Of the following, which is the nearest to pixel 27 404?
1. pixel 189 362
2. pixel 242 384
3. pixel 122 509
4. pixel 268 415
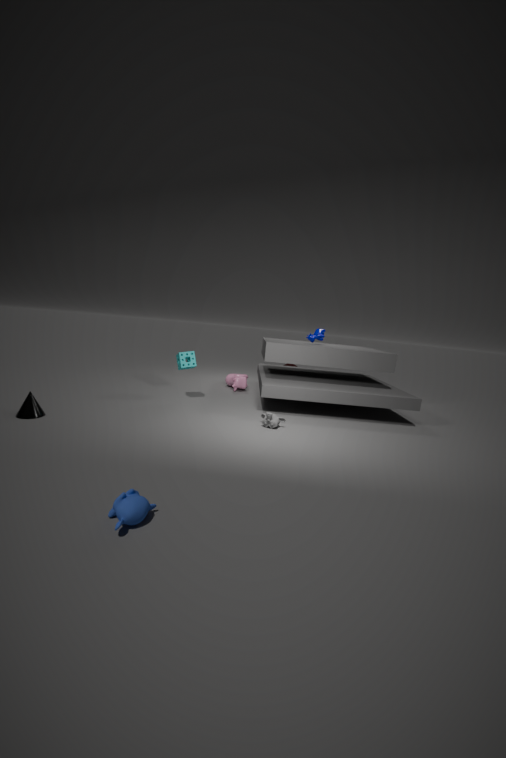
pixel 189 362
